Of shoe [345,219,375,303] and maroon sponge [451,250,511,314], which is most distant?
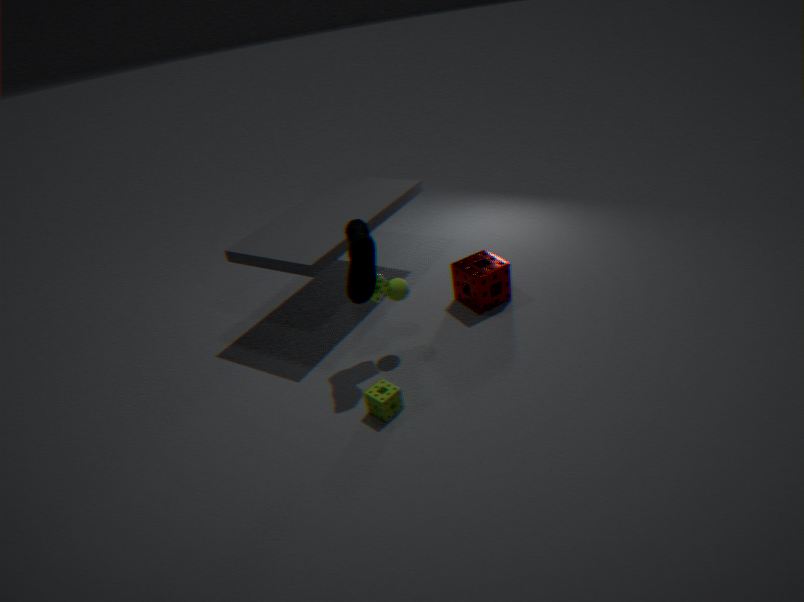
maroon sponge [451,250,511,314]
